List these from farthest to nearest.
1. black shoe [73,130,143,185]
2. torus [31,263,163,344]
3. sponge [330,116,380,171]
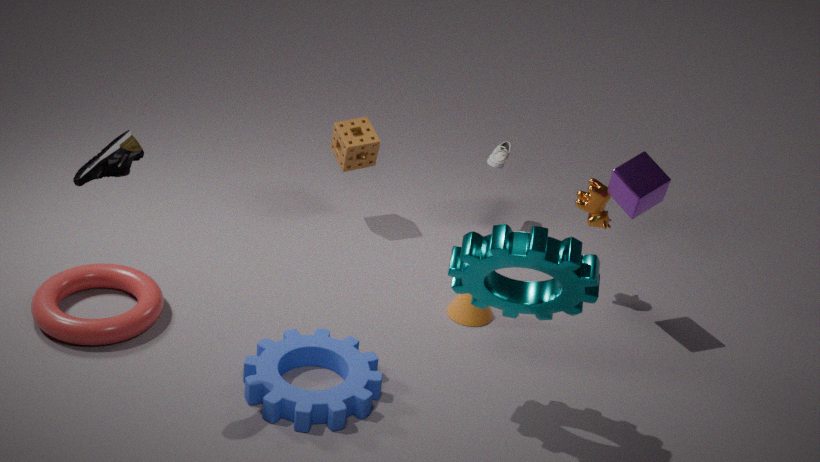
sponge [330,116,380,171] → torus [31,263,163,344] → black shoe [73,130,143,185]
